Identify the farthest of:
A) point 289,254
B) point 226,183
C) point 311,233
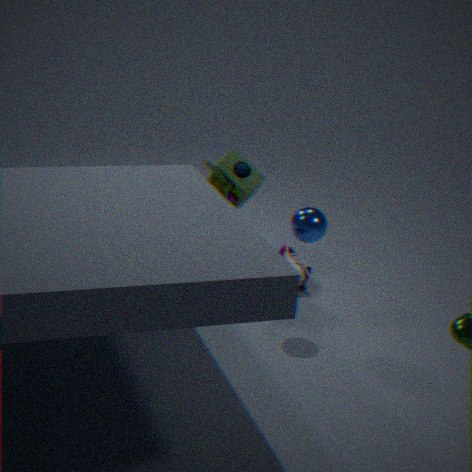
point 289,254
